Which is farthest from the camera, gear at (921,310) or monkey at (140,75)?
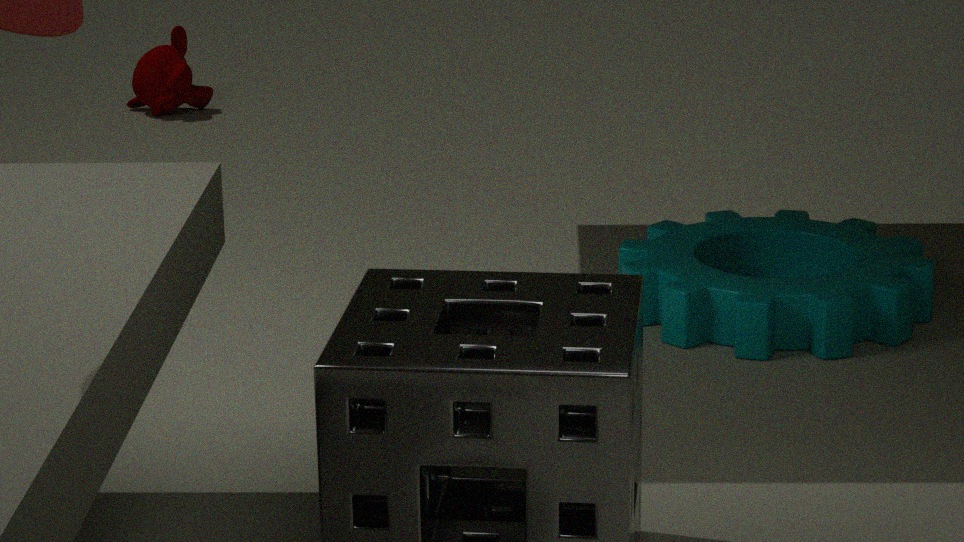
monkey at (140,75)
